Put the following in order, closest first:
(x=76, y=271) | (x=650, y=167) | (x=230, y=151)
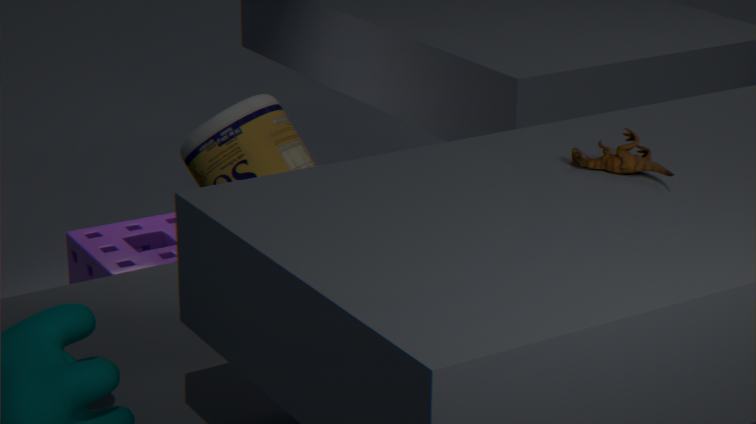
(x=650, y=167) → (x=230, y=151) → (x=76, y=271)
